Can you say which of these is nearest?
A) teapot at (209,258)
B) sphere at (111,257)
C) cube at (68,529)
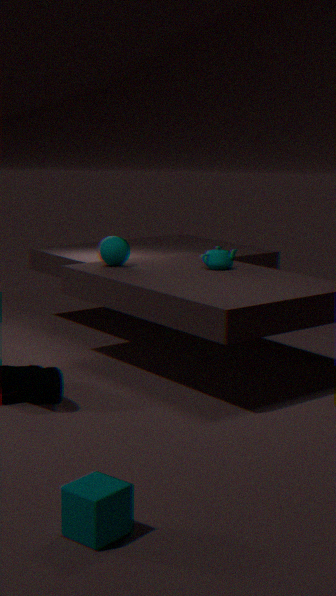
cube at (68,529)
